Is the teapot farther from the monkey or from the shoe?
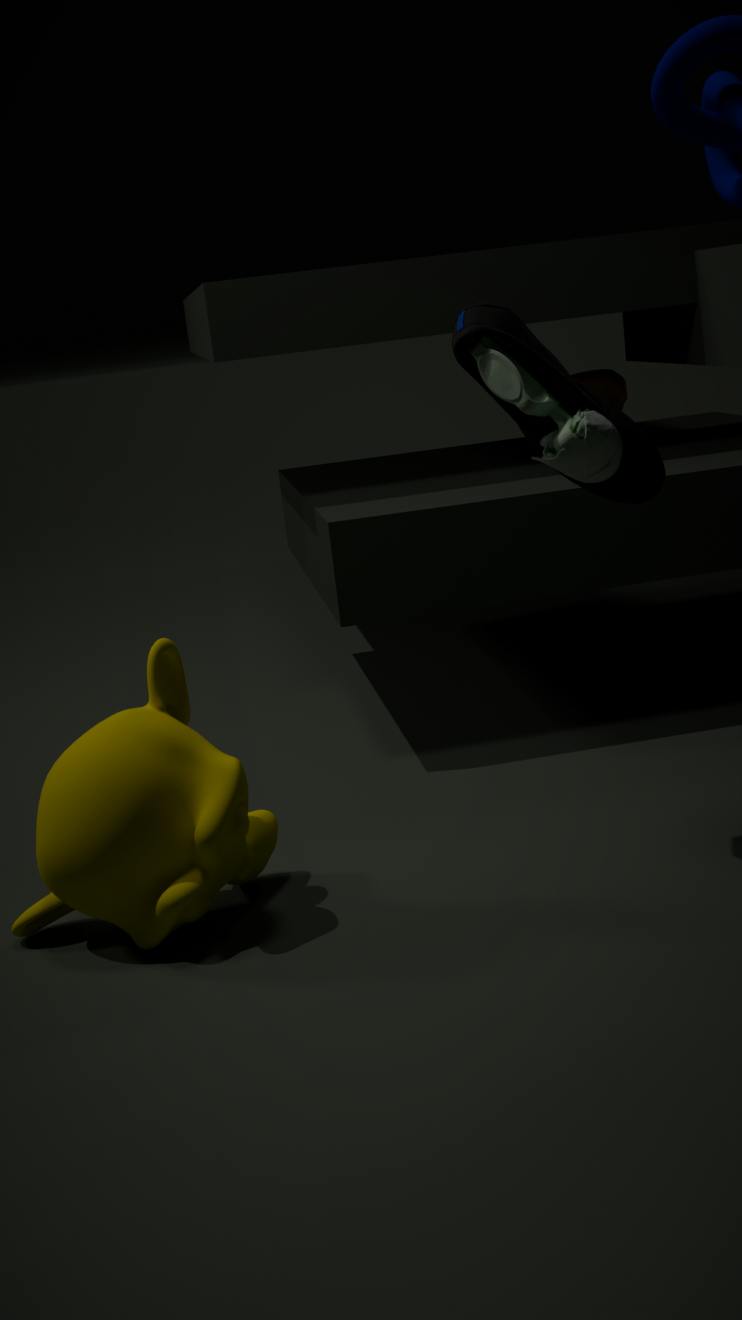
the monkey
